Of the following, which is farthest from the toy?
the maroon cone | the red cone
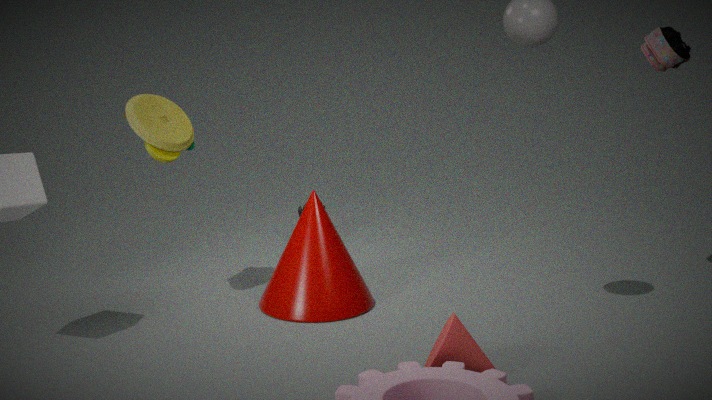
the red cone
